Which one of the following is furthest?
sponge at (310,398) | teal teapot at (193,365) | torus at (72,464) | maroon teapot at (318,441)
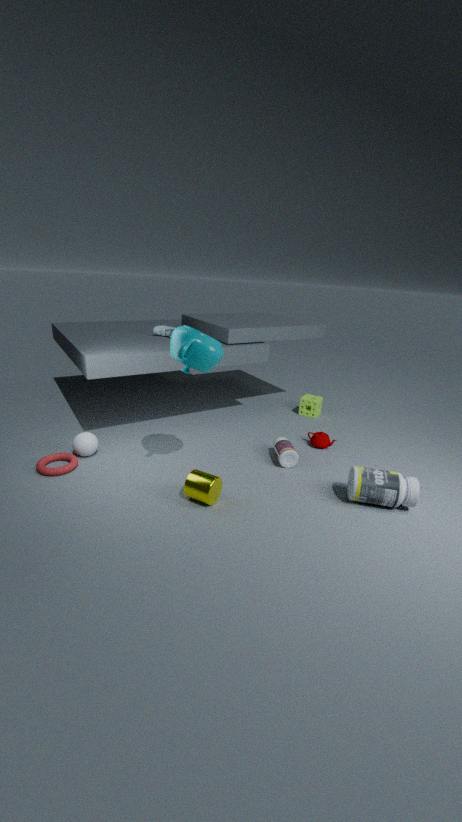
sponge at (310,398)
